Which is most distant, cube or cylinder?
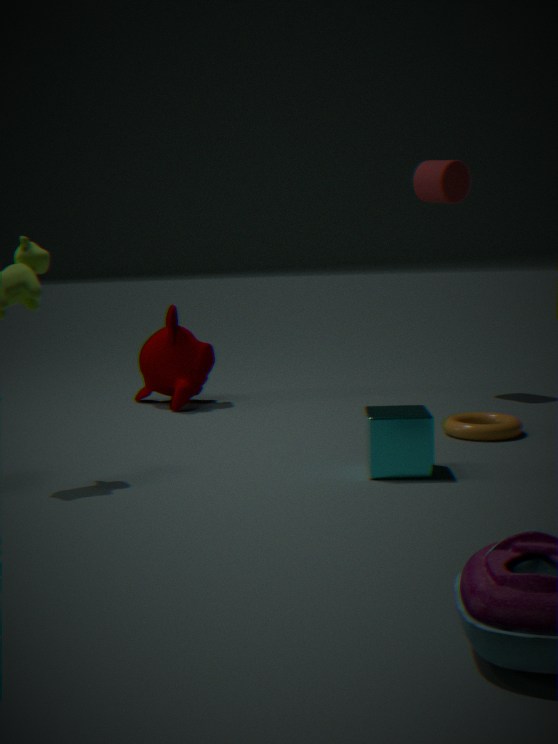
cylinder
